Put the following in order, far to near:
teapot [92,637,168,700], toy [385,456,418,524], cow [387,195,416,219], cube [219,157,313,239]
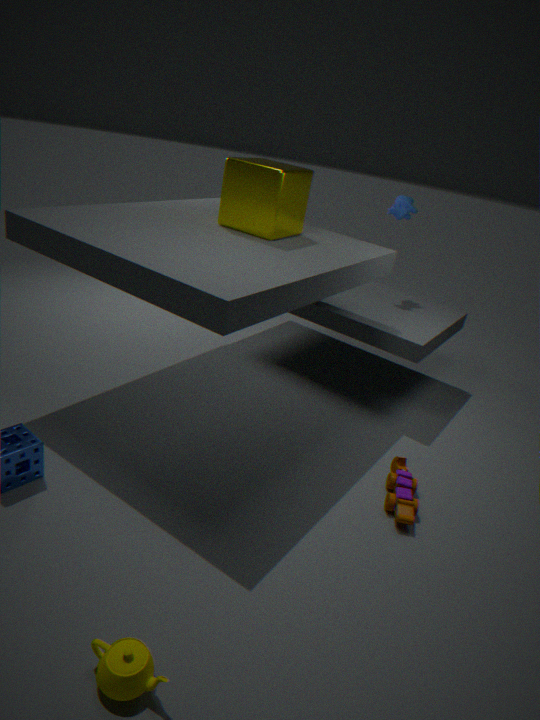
cow [387,195,416,219], cube [219,157,313,239], toy [385,456,418,524], teapot [92,637,168,700]
